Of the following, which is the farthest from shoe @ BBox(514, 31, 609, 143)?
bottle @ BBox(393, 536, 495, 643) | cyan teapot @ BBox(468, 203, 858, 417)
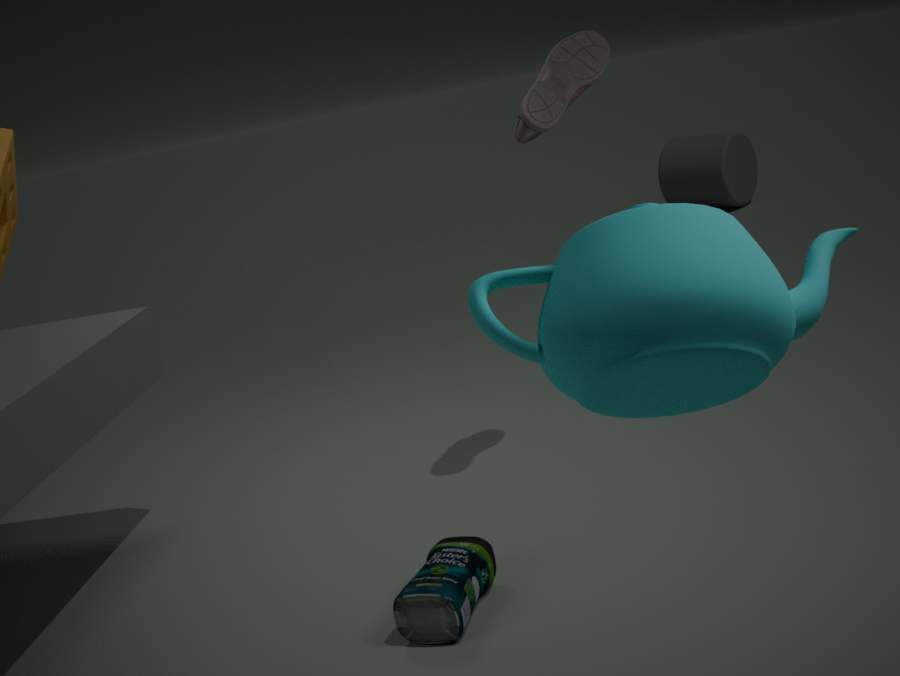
cyan teapot @ BBox(468, 203, 858, 417)
